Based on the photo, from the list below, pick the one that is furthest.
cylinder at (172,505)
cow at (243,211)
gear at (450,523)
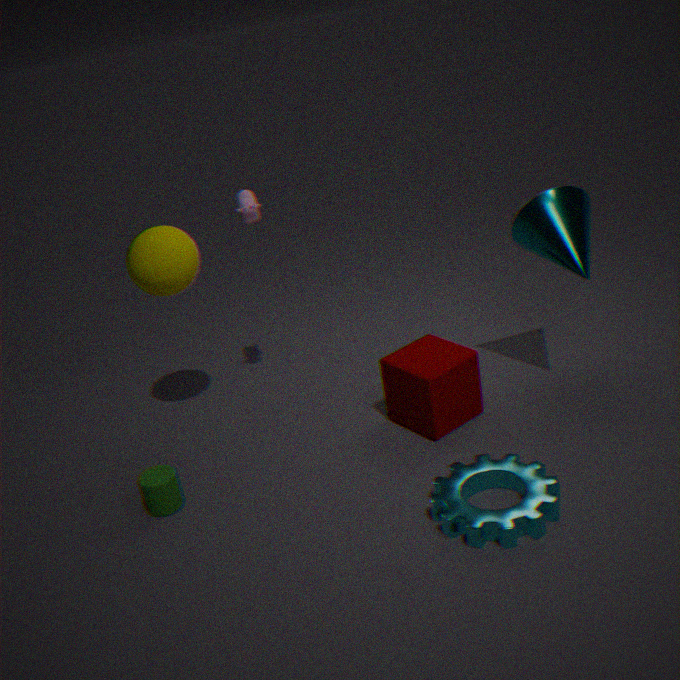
cow at (243,211)
